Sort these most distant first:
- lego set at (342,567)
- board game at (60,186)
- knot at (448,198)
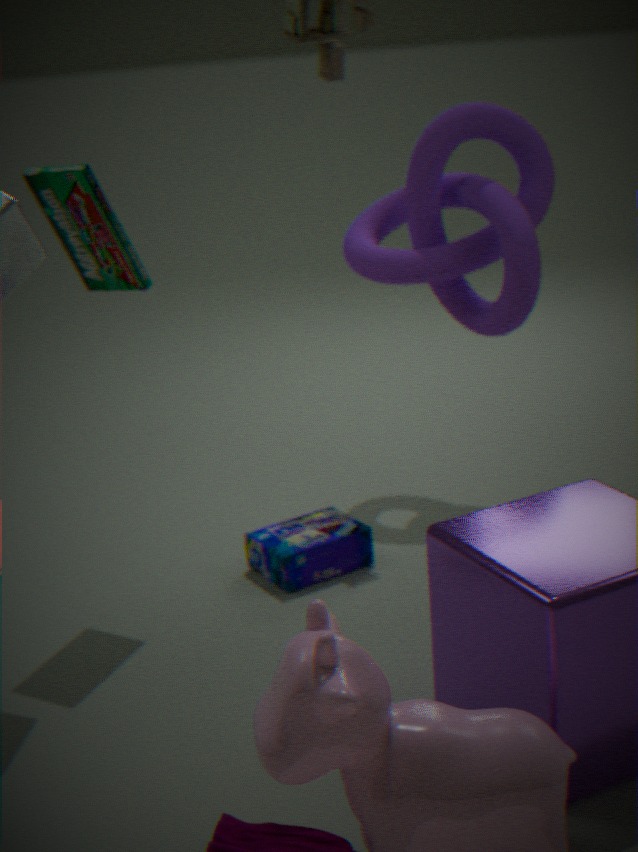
knot at (448,198)
lego set at (342,567)
board game at (60,186)
